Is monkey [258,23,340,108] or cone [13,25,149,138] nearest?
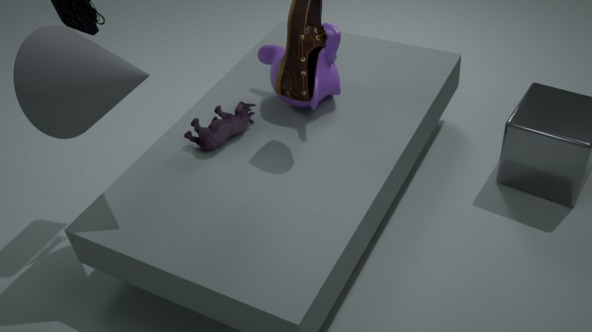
cone [13,25,149,138]
